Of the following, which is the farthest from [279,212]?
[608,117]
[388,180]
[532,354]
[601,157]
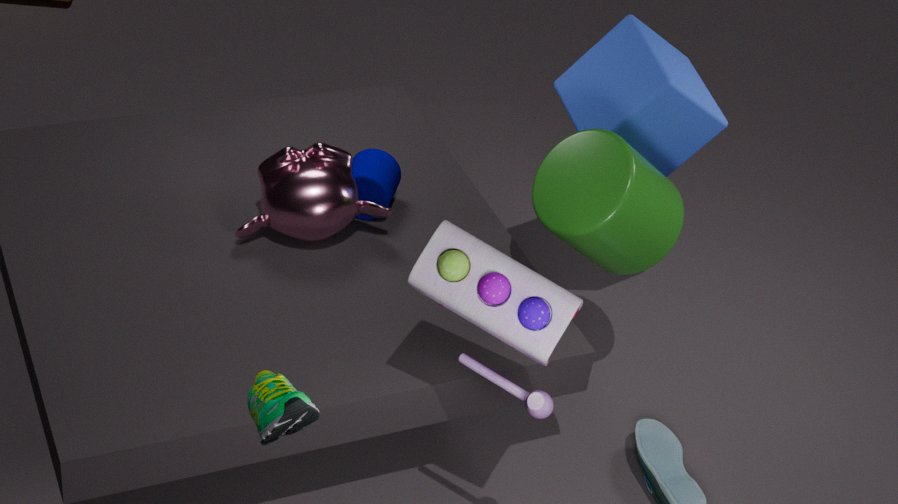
[608,117]
